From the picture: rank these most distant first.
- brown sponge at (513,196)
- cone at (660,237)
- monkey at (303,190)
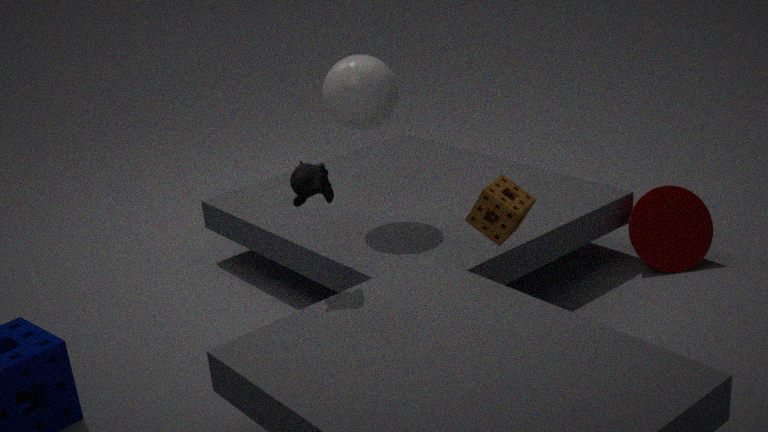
cone at (660,237) → brown sponge at (513,196) → monkey at (303,190)
